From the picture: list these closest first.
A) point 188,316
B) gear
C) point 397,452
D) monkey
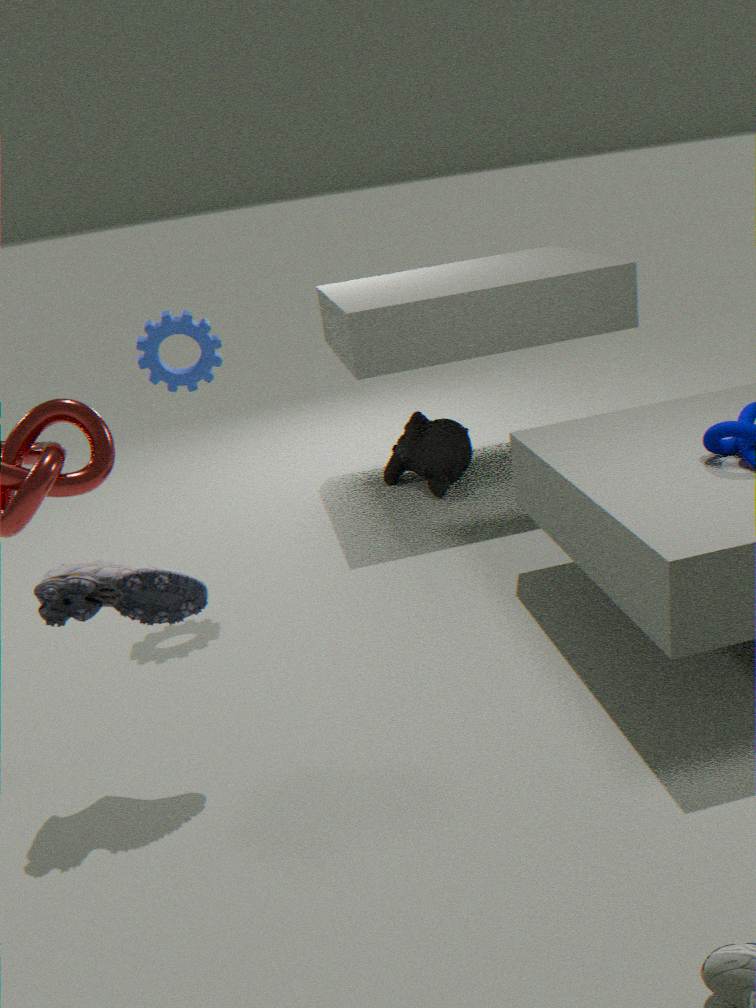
1. gear
2. monkey
3. point 188,316
4. point 397,452
